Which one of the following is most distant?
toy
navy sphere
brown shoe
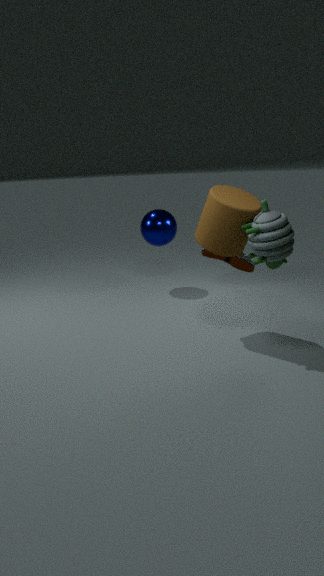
navy sphere
